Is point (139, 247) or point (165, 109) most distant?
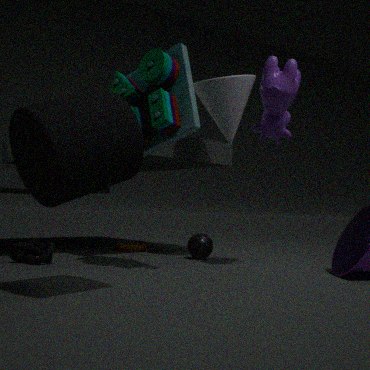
point (139, 247)
